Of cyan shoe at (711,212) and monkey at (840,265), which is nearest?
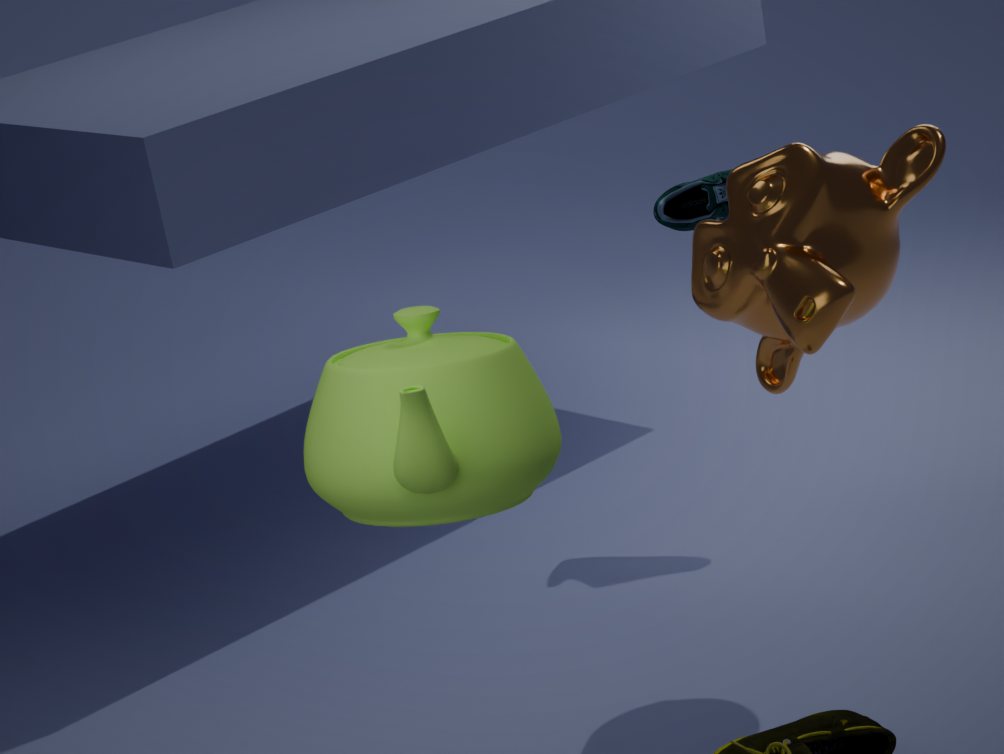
monkey at (840,265)
